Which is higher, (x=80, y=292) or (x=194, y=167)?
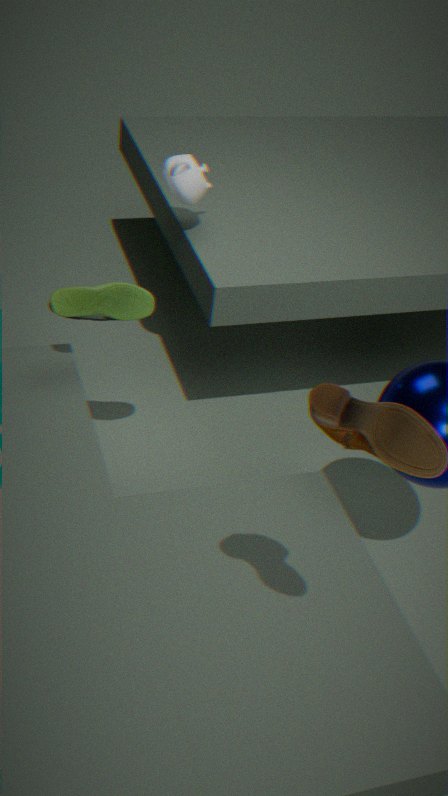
(x=194, y=167)
